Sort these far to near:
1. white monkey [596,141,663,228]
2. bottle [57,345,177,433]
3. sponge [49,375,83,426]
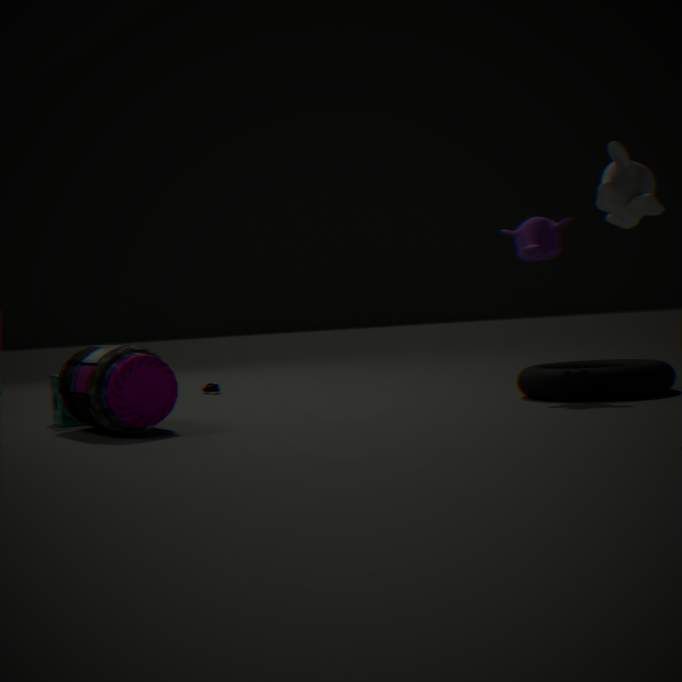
sponge [49,375,83,426] → bottle [57,345,177,433] → white monkey [596,141,663,228]
